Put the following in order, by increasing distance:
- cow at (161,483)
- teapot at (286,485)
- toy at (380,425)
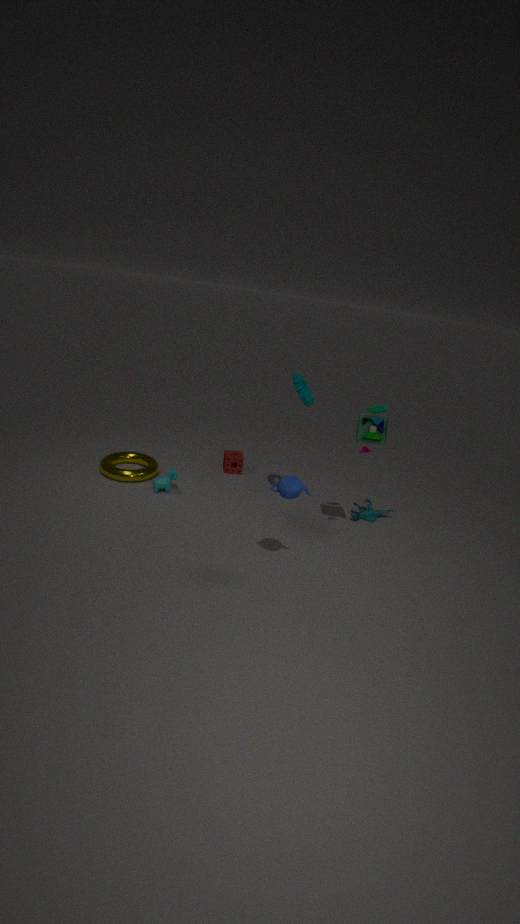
1. teapot at (286,485)
2. toy at (380,425)
3. cow at (161,483)
